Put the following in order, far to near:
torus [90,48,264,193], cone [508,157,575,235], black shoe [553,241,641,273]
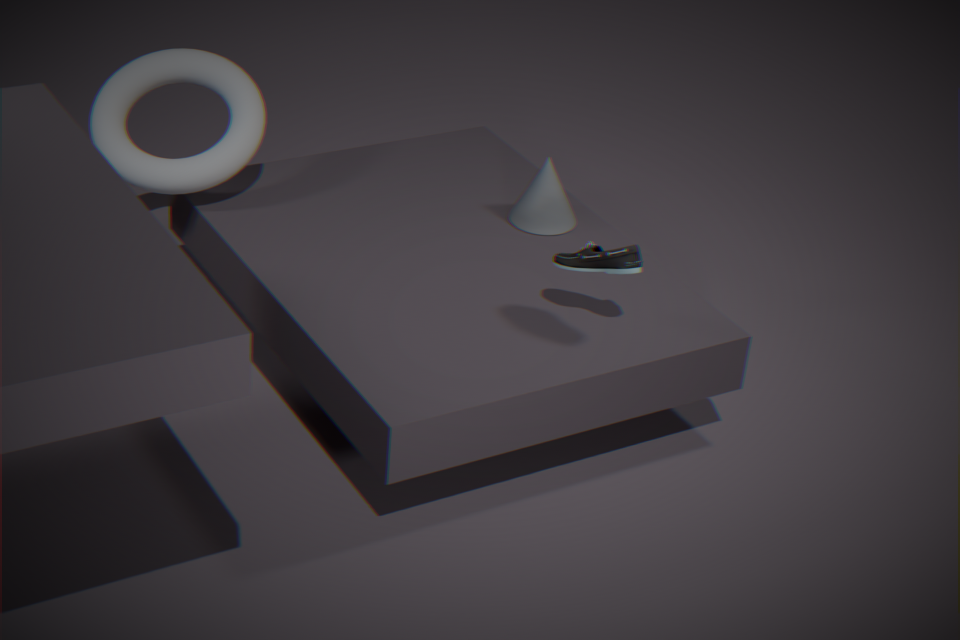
cone [508,157,575,235], torus [90,48,264,193], black shoe [553,241,641,273]
